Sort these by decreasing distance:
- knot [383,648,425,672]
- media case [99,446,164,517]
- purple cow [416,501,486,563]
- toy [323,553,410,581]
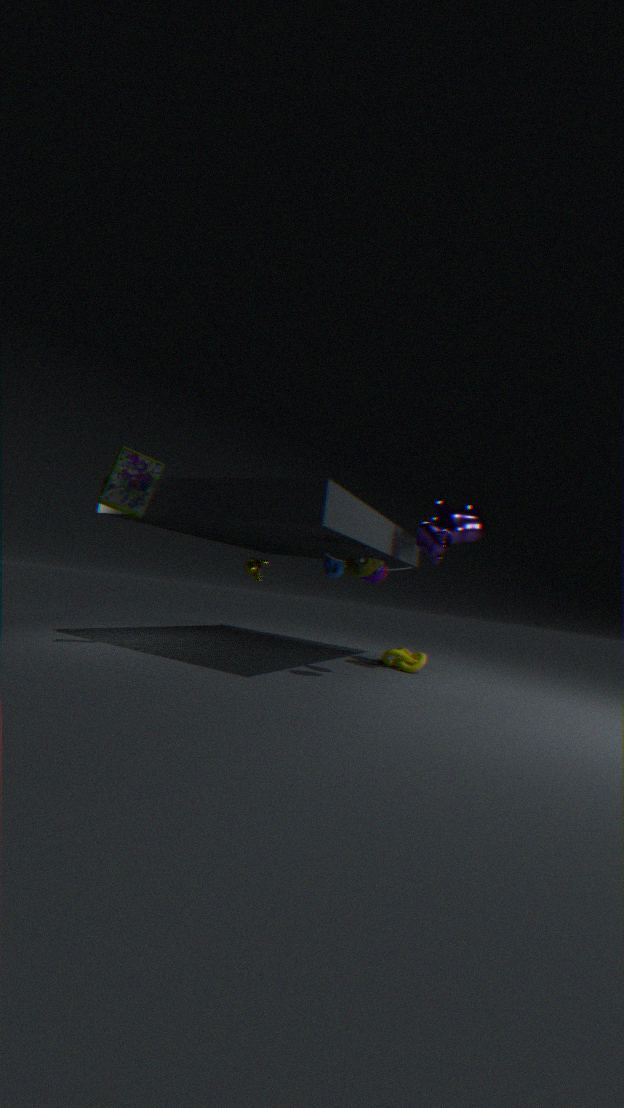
knot [383,648,425,672] → purple cow [416,501,486,563] → media case [99,446,164,517] → toy [323,553,410,581]
